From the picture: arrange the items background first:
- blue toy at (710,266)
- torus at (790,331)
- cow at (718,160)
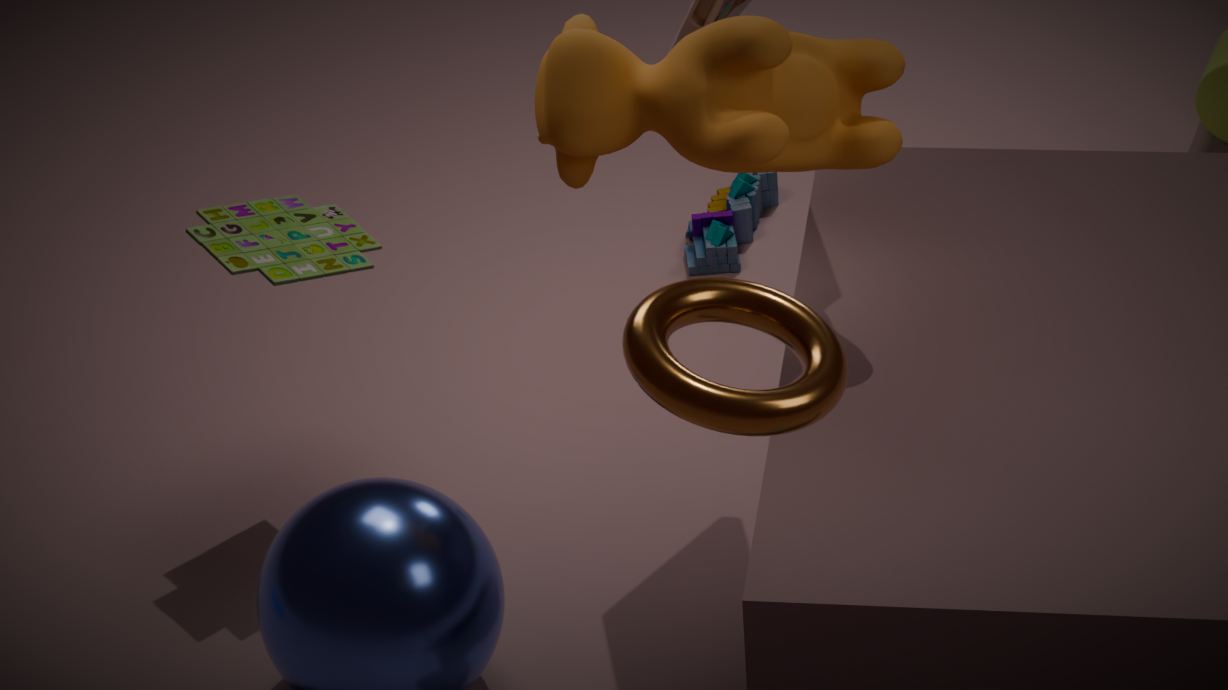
blue toy at (710,266), cow at (718,160), torus at (790,331)
